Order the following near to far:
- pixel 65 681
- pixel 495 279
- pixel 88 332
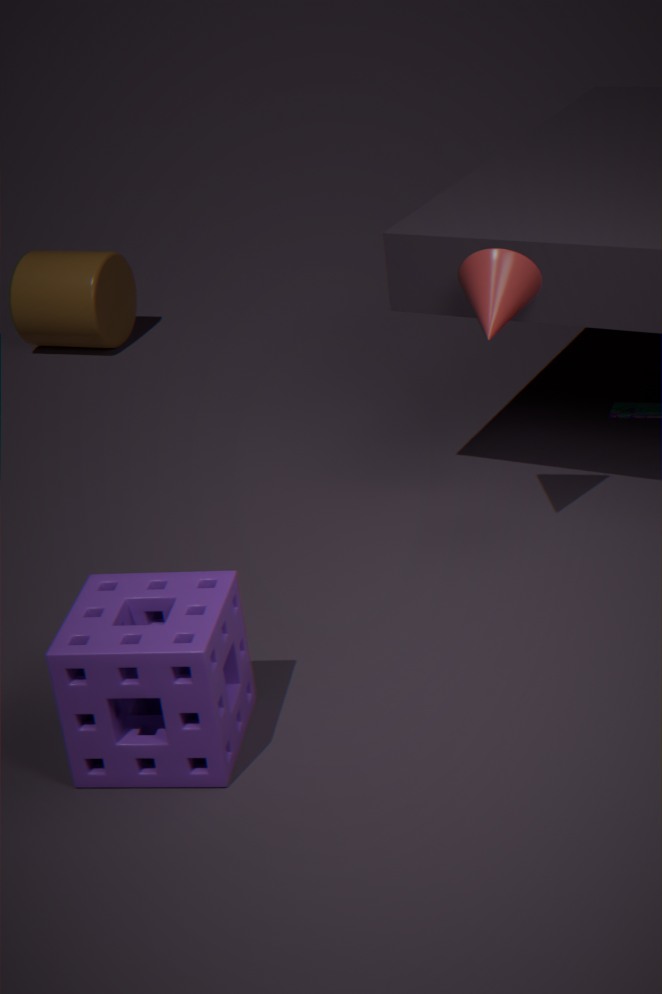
1. pixel 65 681
2. pixel 495 279
3. pixel 88 332
